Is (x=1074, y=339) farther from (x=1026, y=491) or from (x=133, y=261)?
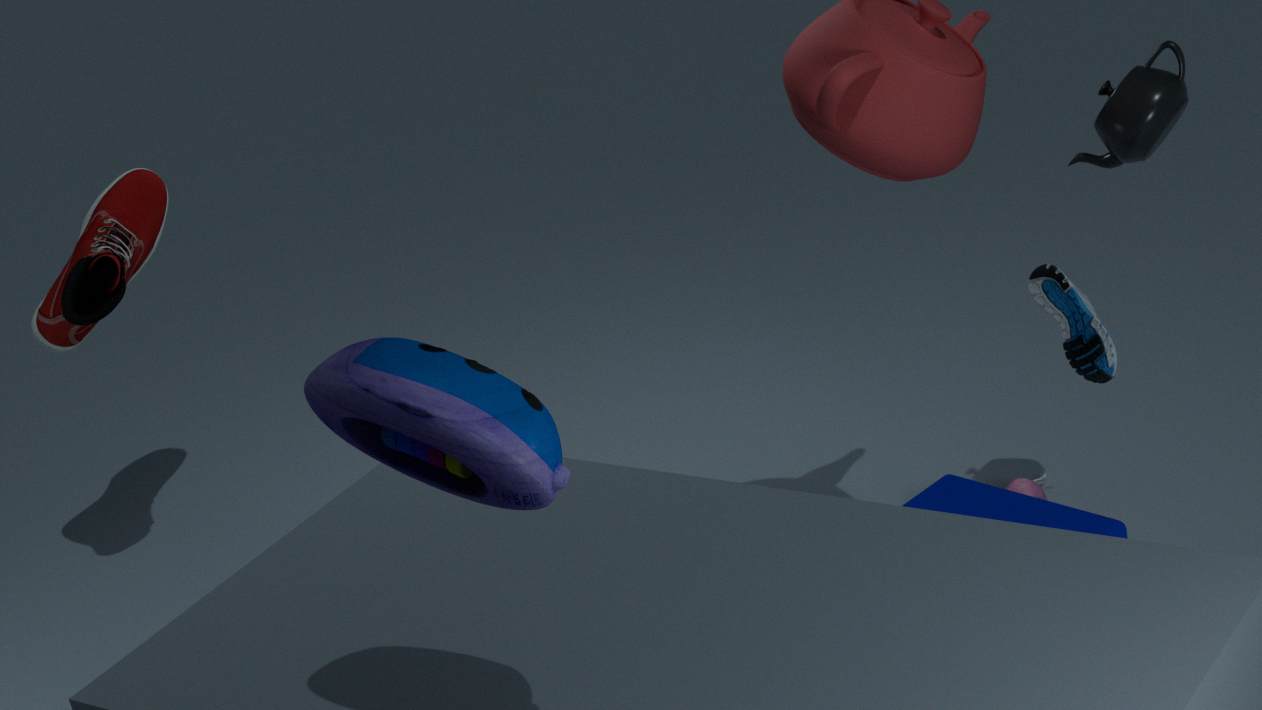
(x=133, y=261)
